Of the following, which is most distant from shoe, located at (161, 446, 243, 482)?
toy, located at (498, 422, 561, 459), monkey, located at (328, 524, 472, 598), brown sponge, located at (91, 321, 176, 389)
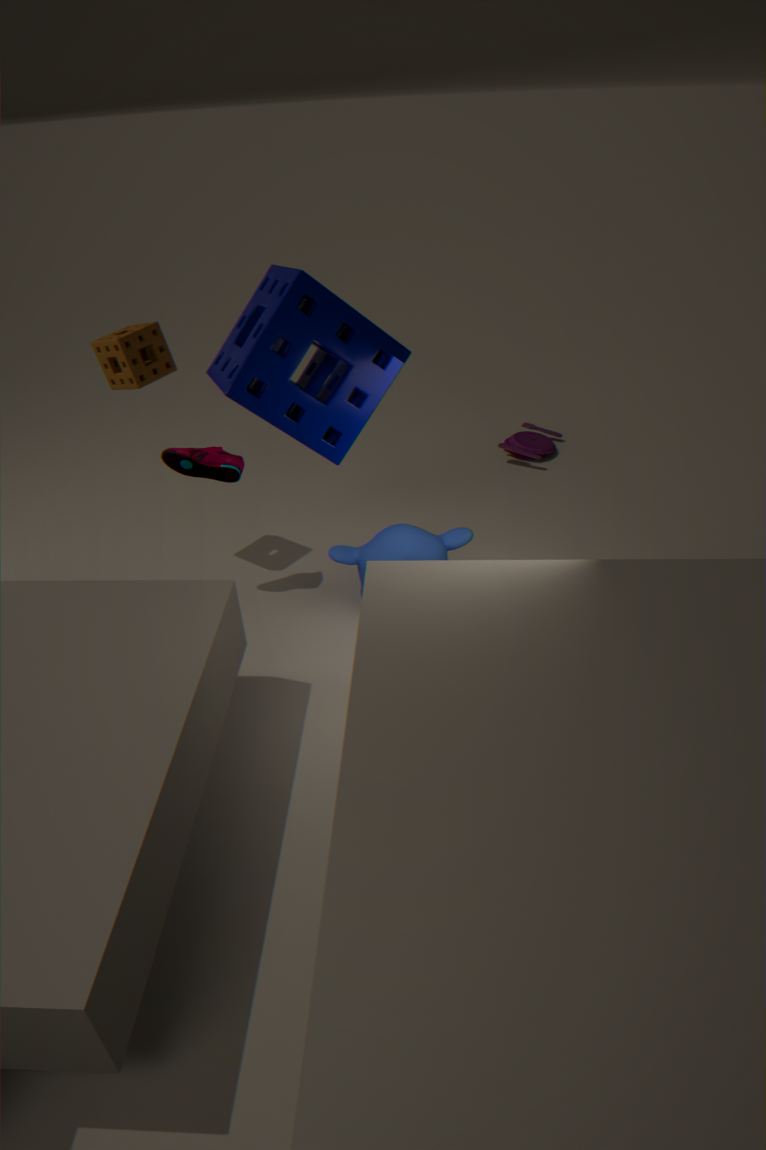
toy, located at (498, 422, 561, 459)
